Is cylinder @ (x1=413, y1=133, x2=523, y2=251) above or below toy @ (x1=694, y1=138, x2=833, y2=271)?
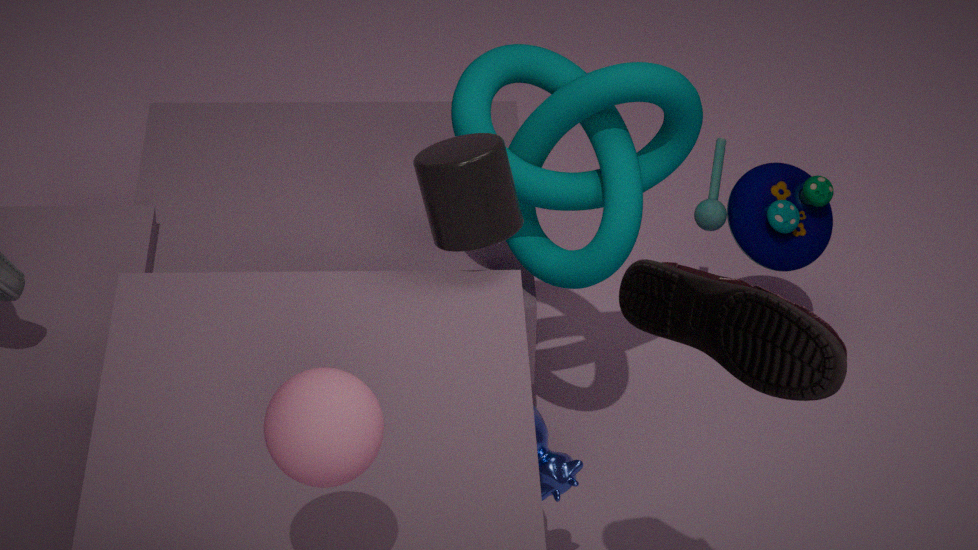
Answer: above
